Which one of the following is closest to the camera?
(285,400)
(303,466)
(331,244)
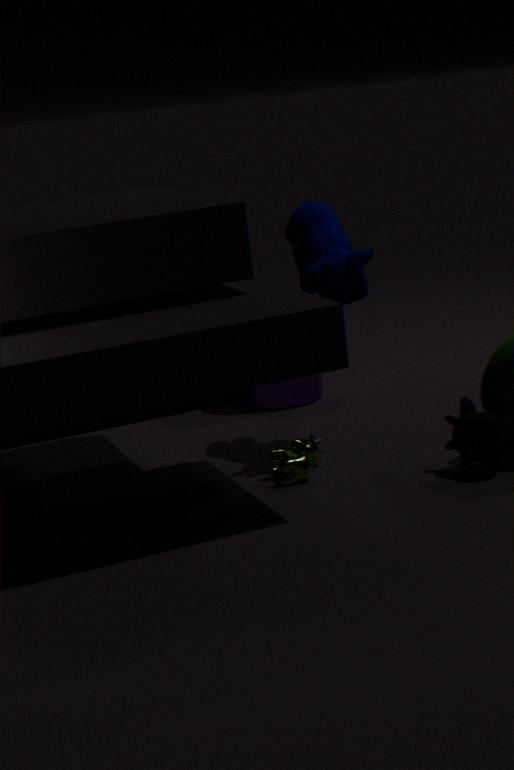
(303,466)
